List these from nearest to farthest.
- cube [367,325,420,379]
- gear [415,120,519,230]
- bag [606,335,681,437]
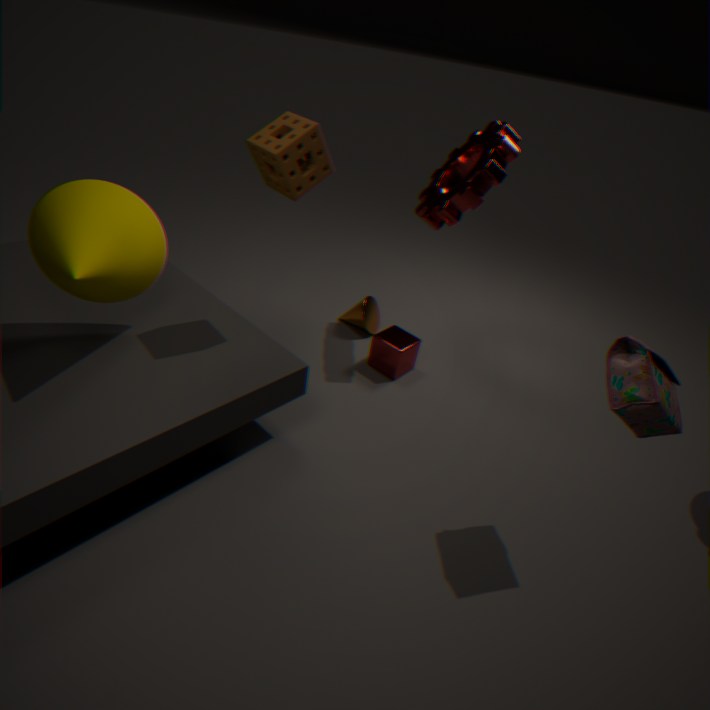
bag [606,335,681,437] → gear [415,120,519,230] → cube [367,325,420,379]
